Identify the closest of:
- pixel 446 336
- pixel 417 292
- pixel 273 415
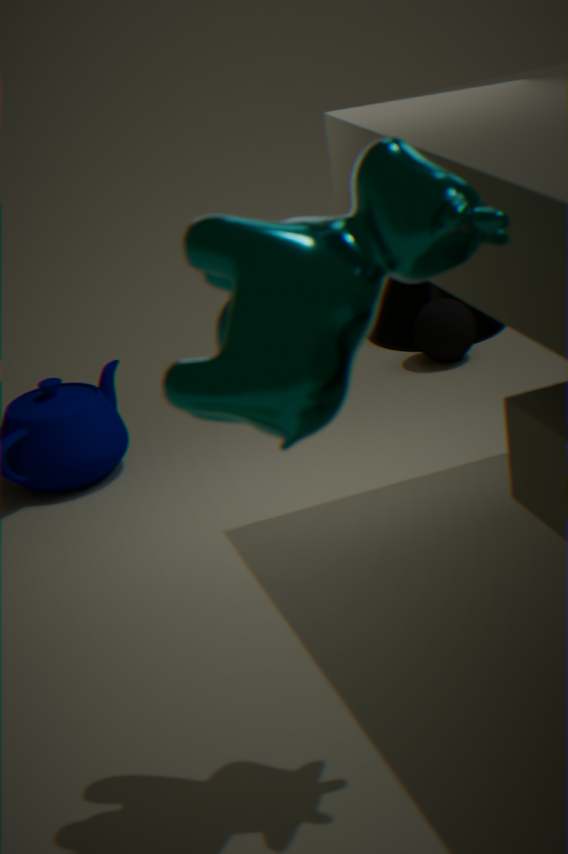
pixel 273 415
